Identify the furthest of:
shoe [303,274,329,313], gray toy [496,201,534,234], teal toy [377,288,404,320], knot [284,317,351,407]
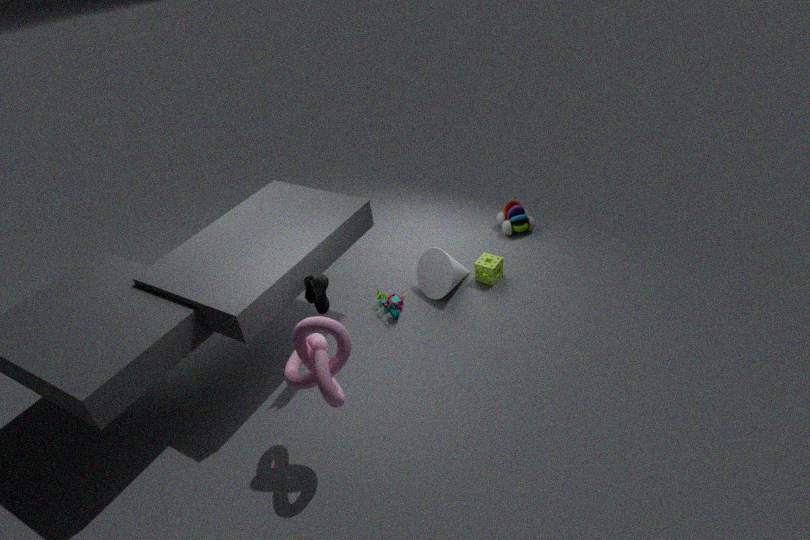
gray toy [496,201,534,234]
